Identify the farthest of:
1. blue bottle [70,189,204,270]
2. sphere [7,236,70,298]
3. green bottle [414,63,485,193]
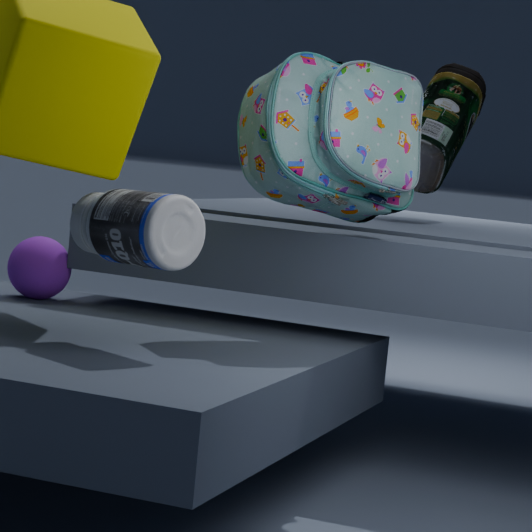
green bottle [414,63,485,193]
